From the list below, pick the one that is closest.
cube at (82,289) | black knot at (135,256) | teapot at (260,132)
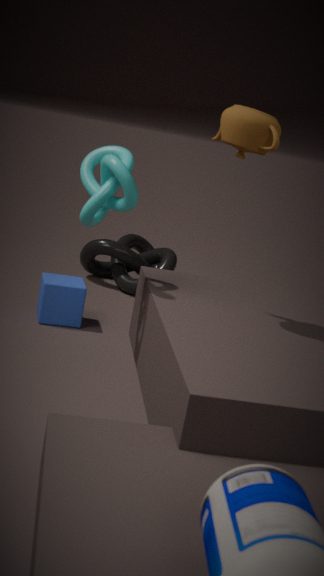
teapot at (260,132)
